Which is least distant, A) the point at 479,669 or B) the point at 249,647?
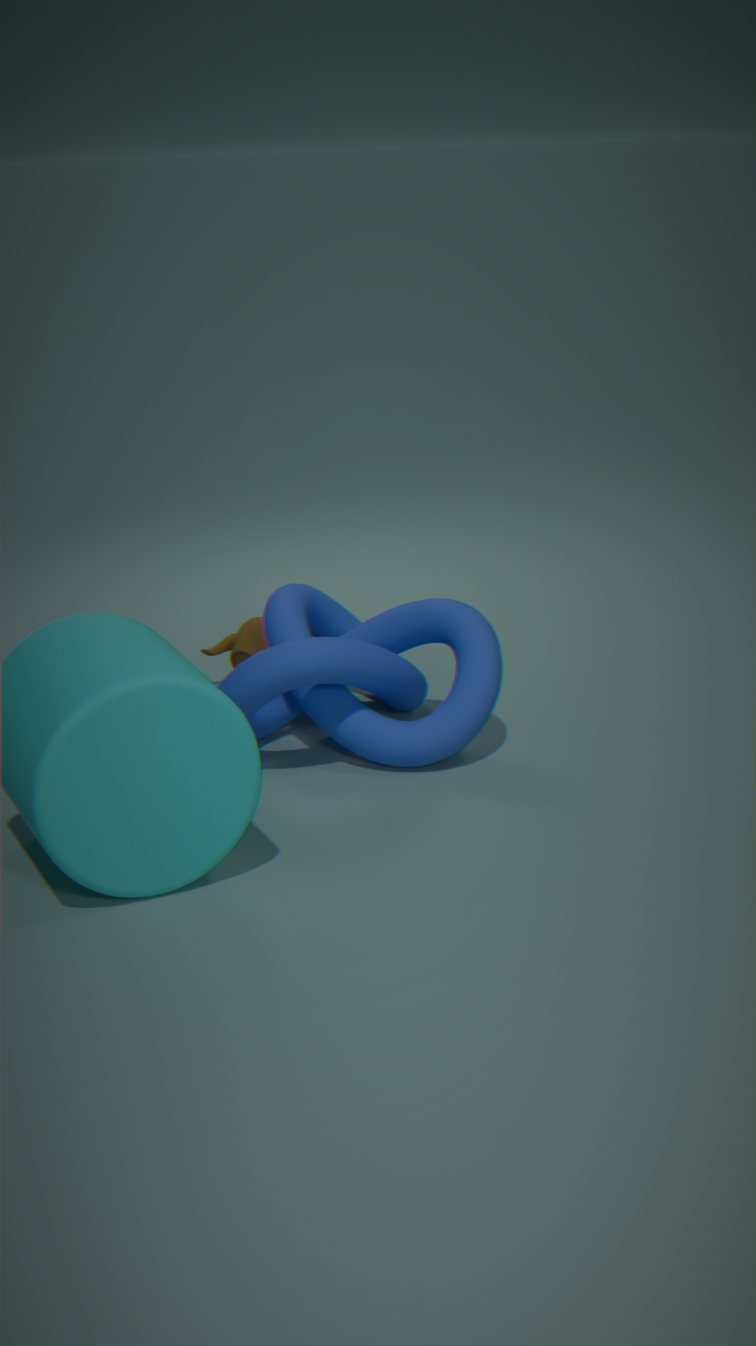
A. the point at 479,669
